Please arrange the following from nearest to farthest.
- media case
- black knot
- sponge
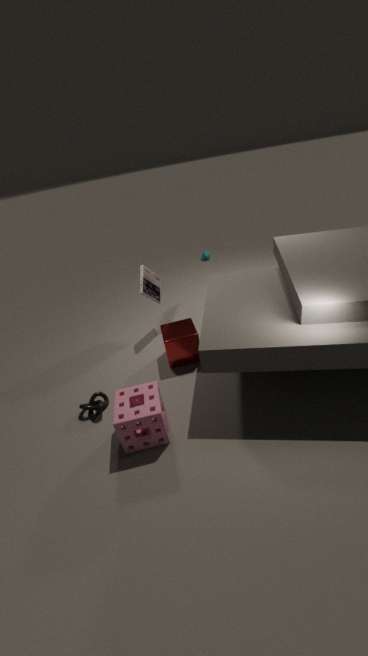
sponge
black knot
media case
